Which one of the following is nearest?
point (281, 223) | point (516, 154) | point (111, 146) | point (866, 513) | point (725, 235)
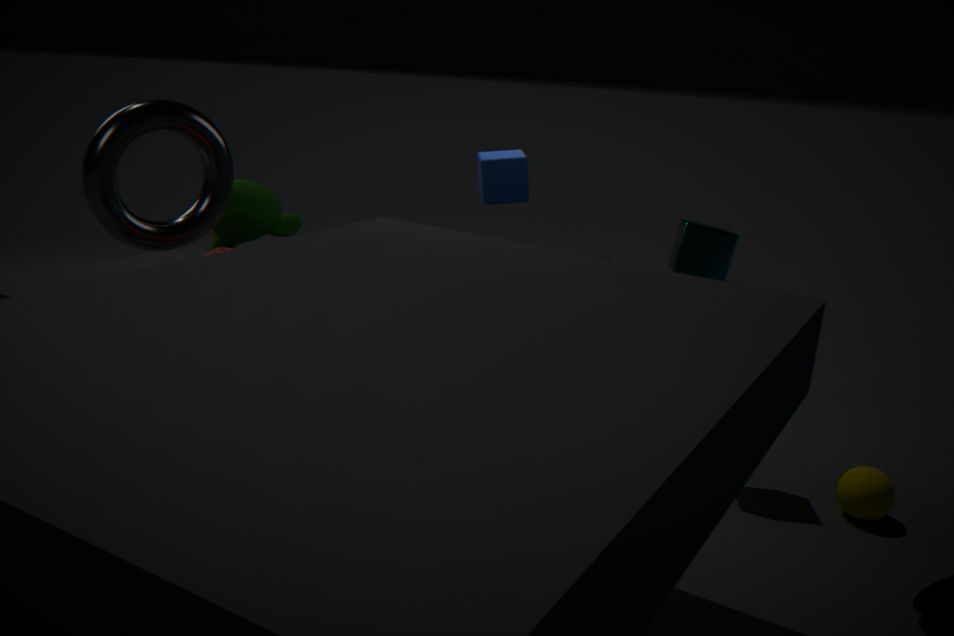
point (866, 513)
